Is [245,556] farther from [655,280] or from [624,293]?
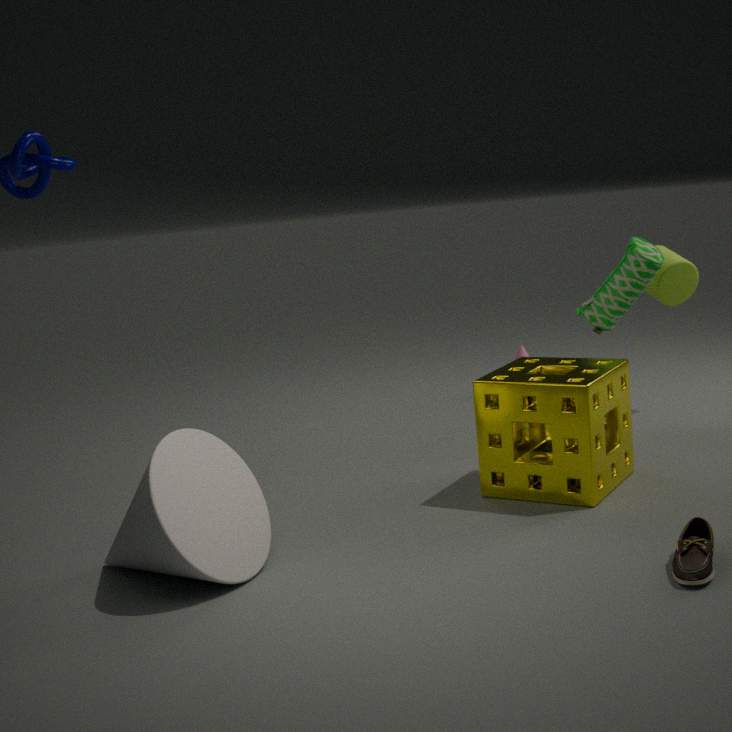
[655,280]
